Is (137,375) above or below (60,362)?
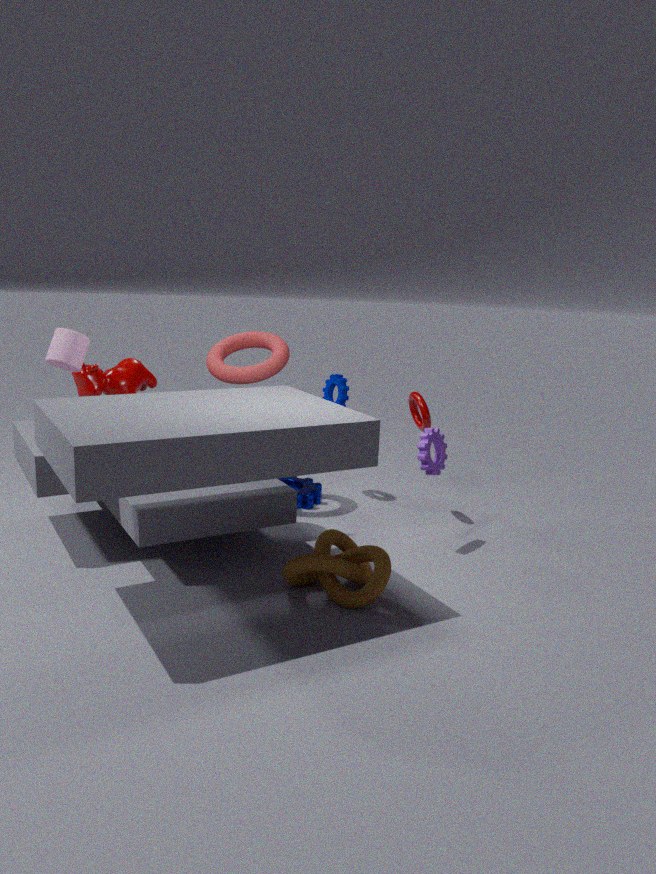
below
